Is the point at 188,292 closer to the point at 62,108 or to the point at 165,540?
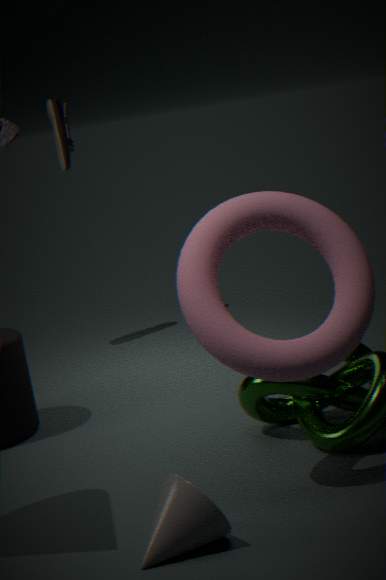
the point at 165,540
